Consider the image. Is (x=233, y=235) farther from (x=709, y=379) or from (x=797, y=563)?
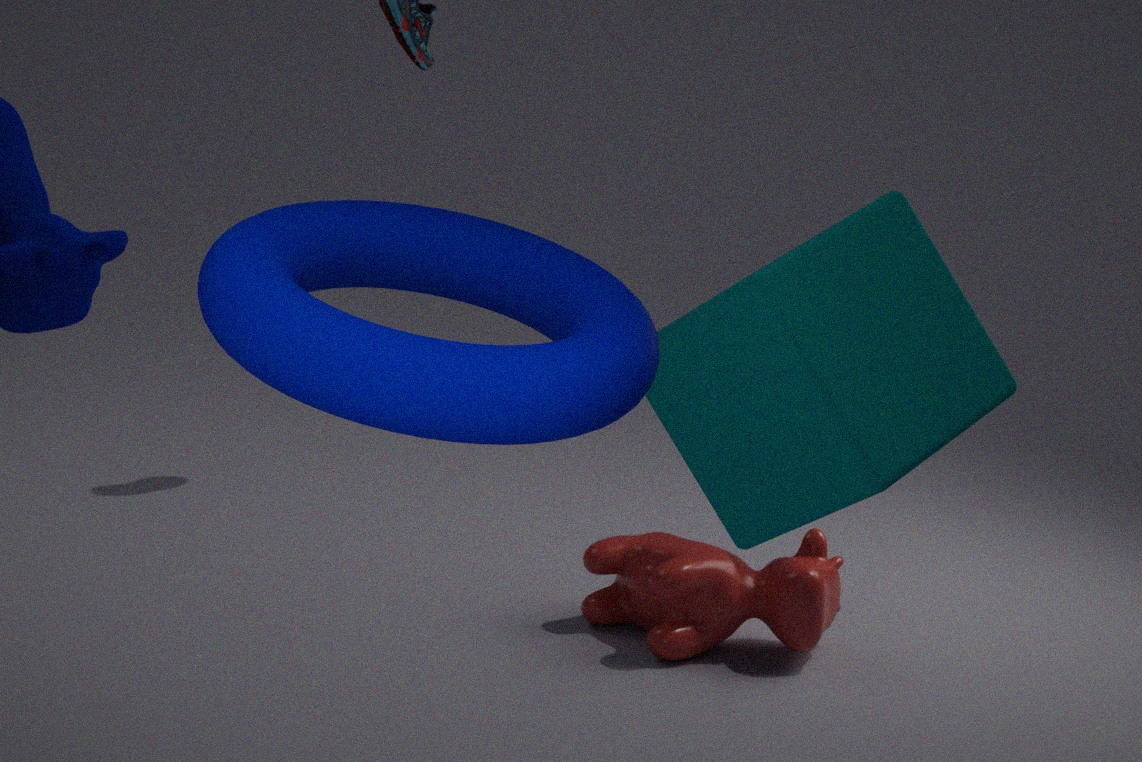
(x=797, y=563)
